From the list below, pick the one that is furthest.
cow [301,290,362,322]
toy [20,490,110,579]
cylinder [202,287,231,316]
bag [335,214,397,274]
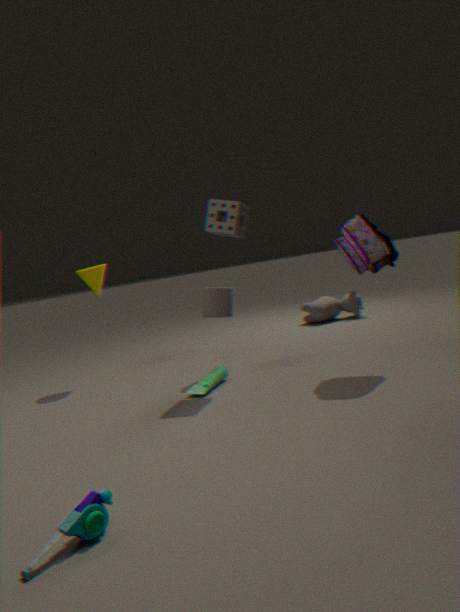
cow [301,290,362,322]
